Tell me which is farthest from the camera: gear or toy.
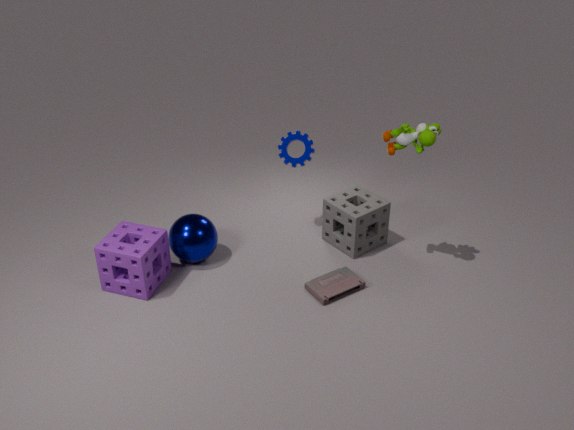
gear
